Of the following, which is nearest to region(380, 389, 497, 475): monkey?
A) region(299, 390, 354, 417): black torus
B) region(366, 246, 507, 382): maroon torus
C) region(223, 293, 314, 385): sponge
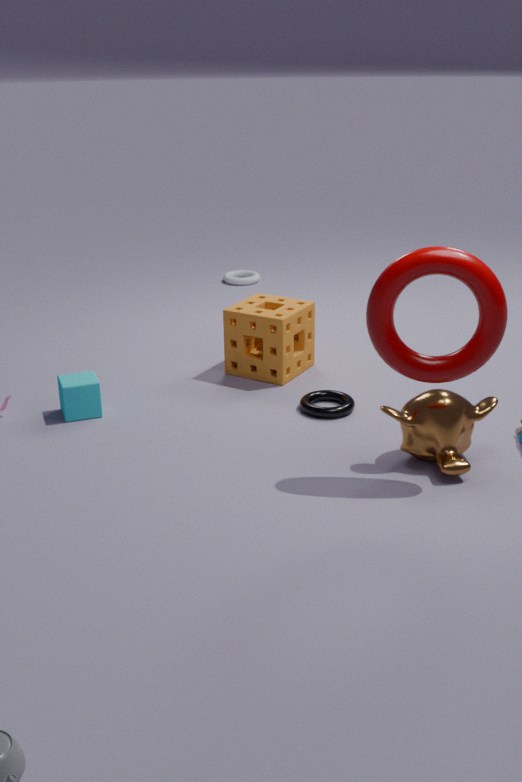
region(366, 246, 507, 382): maroon torus
